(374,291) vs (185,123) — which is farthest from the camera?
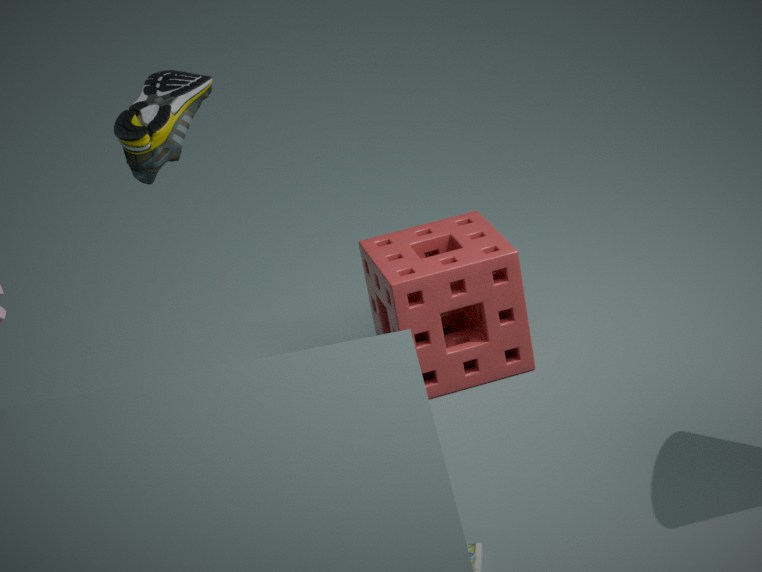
(374,291)
